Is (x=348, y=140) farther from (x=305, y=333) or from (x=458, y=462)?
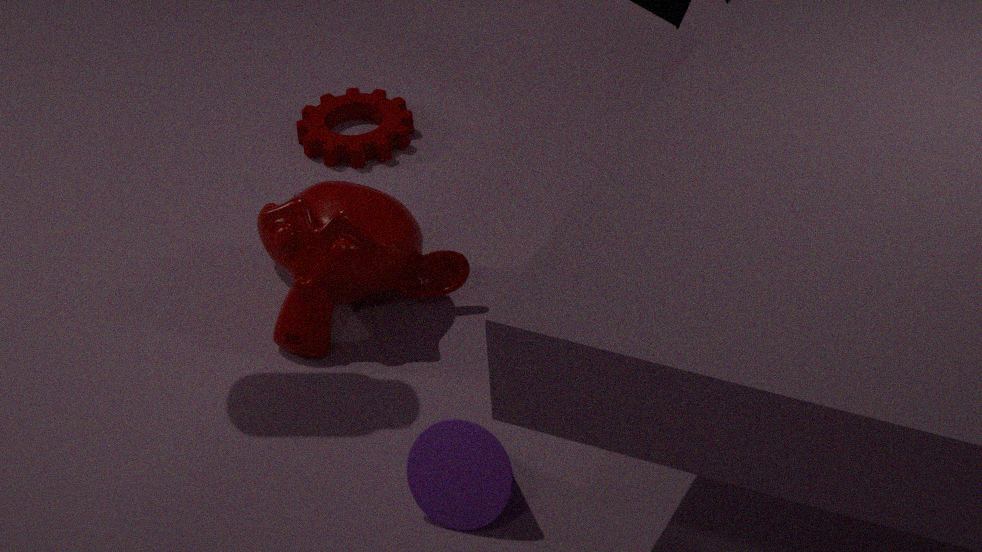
(x=458, y=462)
